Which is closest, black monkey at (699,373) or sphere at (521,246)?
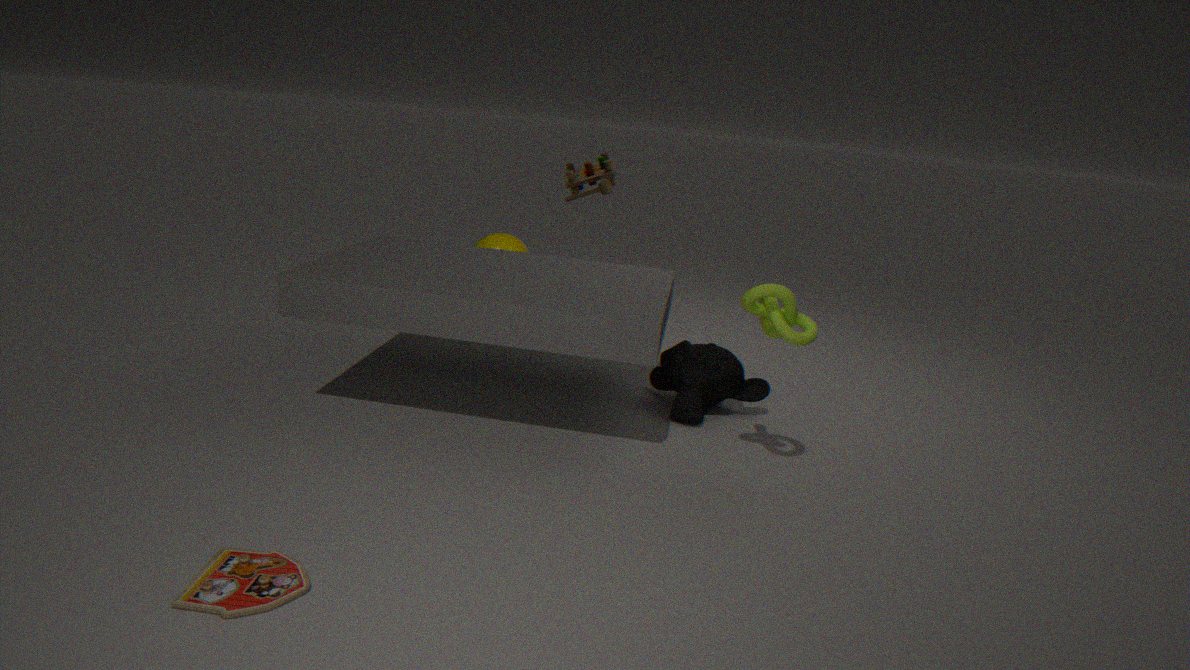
black monkey at (699,373)
